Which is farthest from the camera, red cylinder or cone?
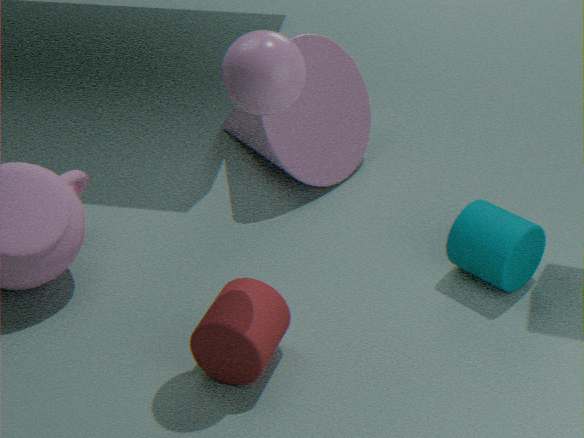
cone
